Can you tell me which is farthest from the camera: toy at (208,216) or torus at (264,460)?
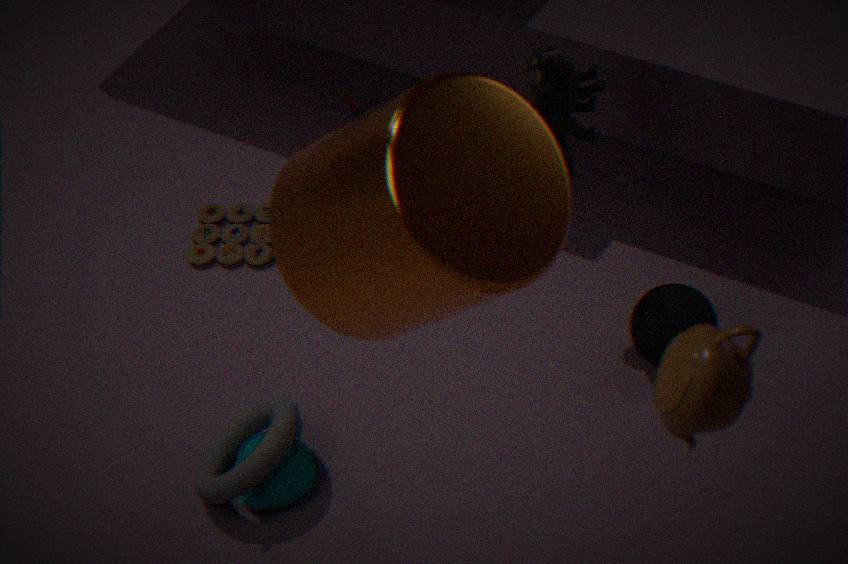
toy at (208,216)
